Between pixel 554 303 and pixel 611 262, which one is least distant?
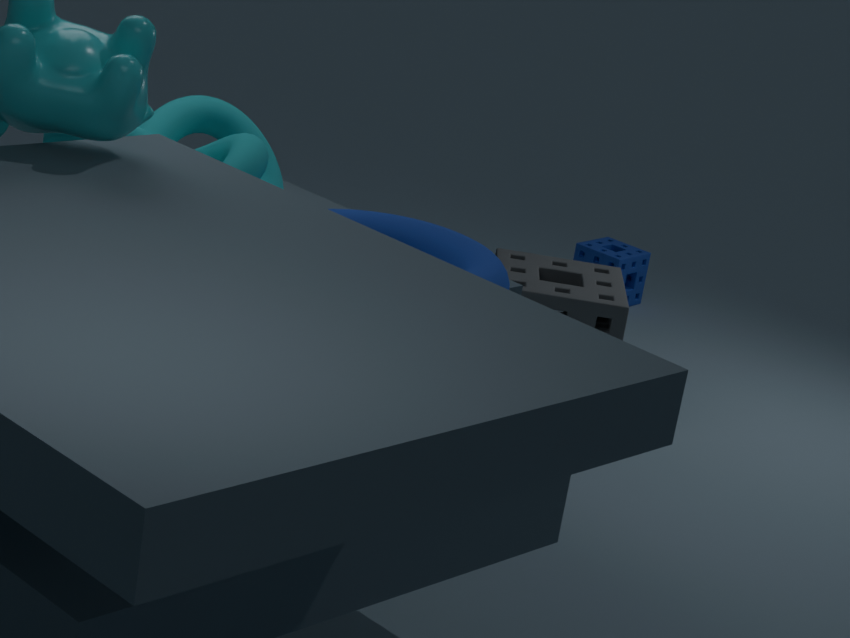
pixel 554 303
